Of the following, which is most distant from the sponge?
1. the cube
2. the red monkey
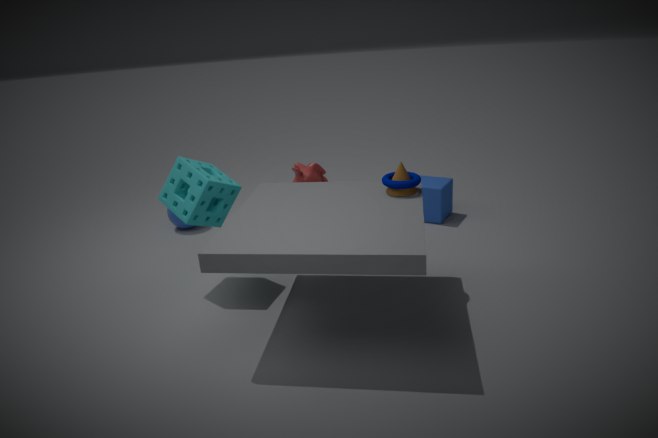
the cube
